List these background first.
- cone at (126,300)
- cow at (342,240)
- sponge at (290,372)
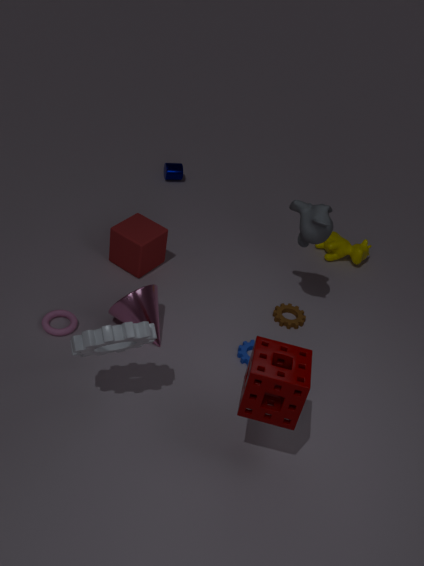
cow at (342,240)
cone at (126,300)
sponge at (290,372)
